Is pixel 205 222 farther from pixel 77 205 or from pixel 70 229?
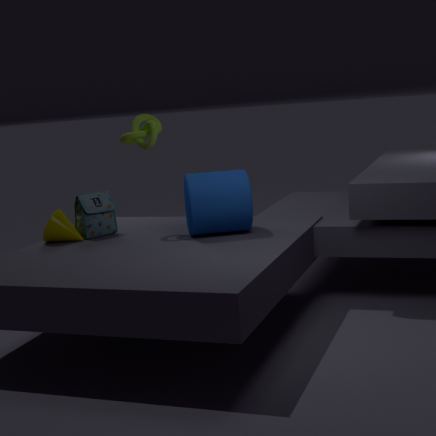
pixel 70 229
